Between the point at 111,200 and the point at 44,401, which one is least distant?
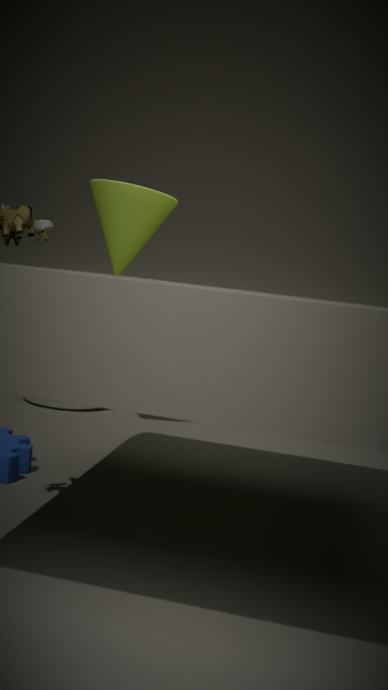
the point at 111,200
